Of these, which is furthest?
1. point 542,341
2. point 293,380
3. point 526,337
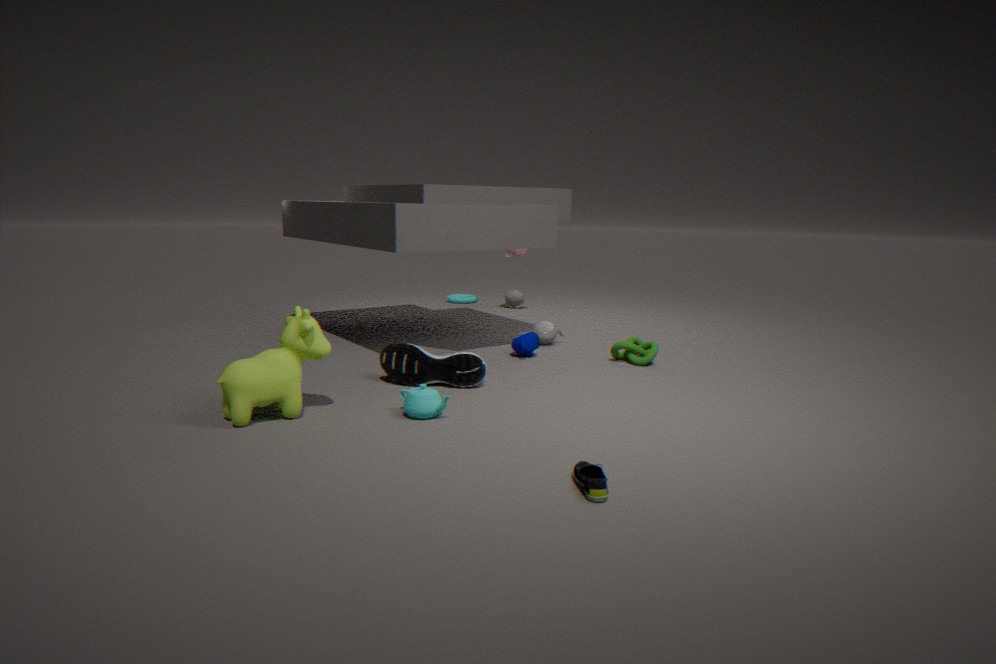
point 542,341
